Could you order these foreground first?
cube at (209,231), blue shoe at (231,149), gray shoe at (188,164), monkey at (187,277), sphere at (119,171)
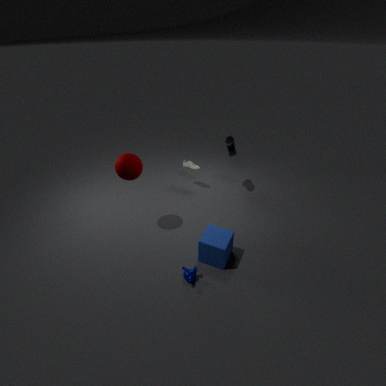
monkey at (187,277), cube at (209,231), sphere at (119,171), blue shoe at (231,149), gray shoe at (188,164)
